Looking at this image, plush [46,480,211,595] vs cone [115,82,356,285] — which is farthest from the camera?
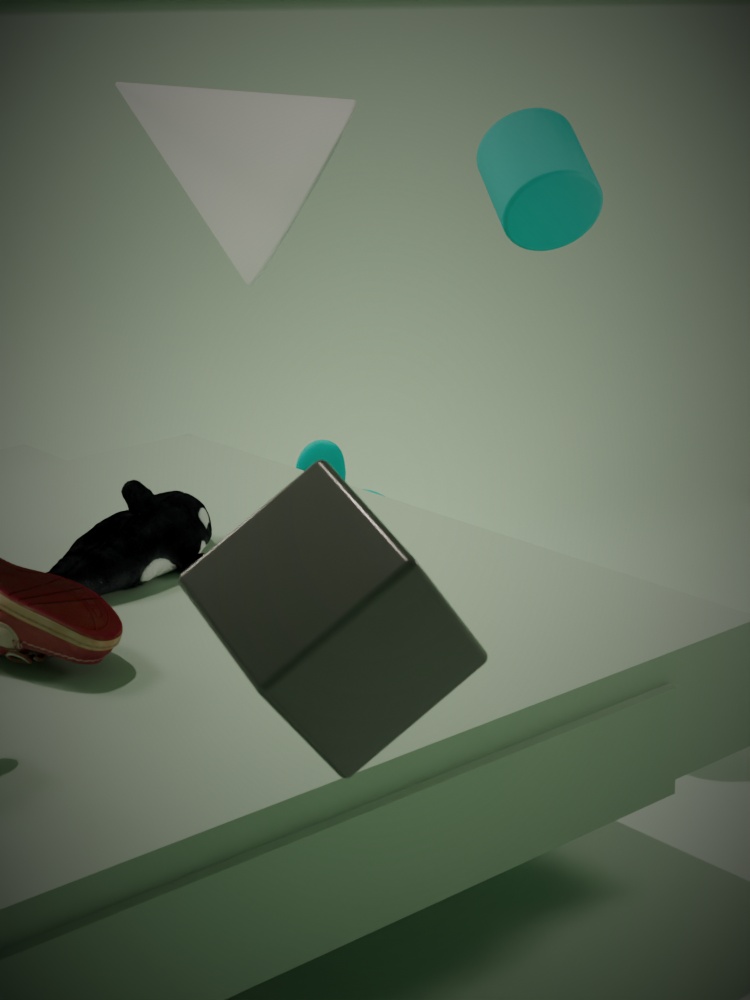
cone [115,82,356,285]
